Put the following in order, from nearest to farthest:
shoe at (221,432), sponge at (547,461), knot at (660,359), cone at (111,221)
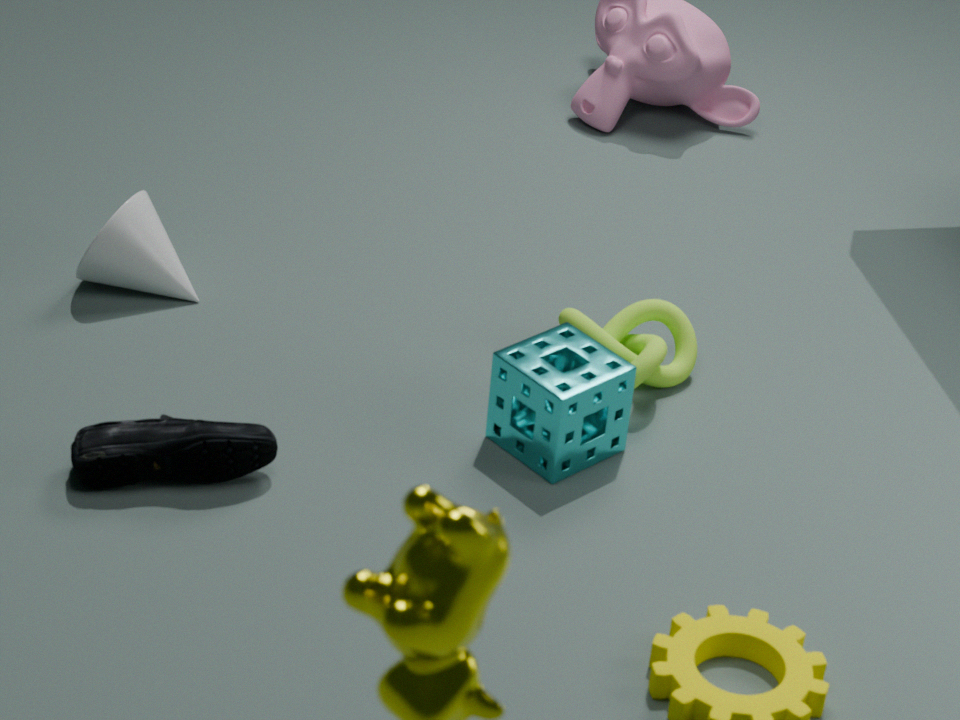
shoe at (221,432) → sponge at (547,461) → knot at (660,359) → cone at (111,221)
